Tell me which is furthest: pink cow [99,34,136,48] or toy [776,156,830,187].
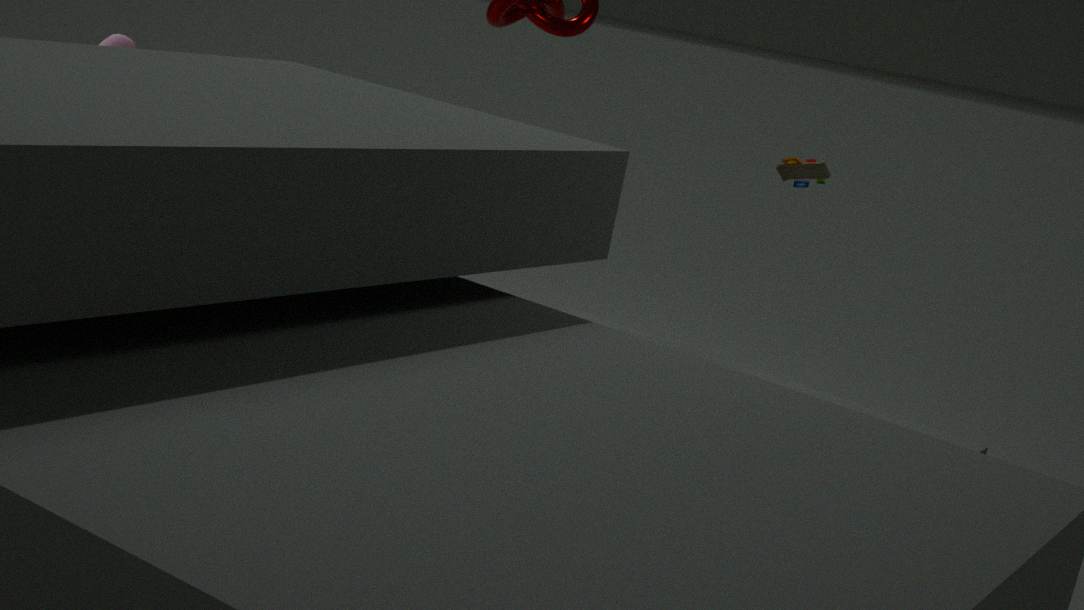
pink cow [99,34,136,48]
